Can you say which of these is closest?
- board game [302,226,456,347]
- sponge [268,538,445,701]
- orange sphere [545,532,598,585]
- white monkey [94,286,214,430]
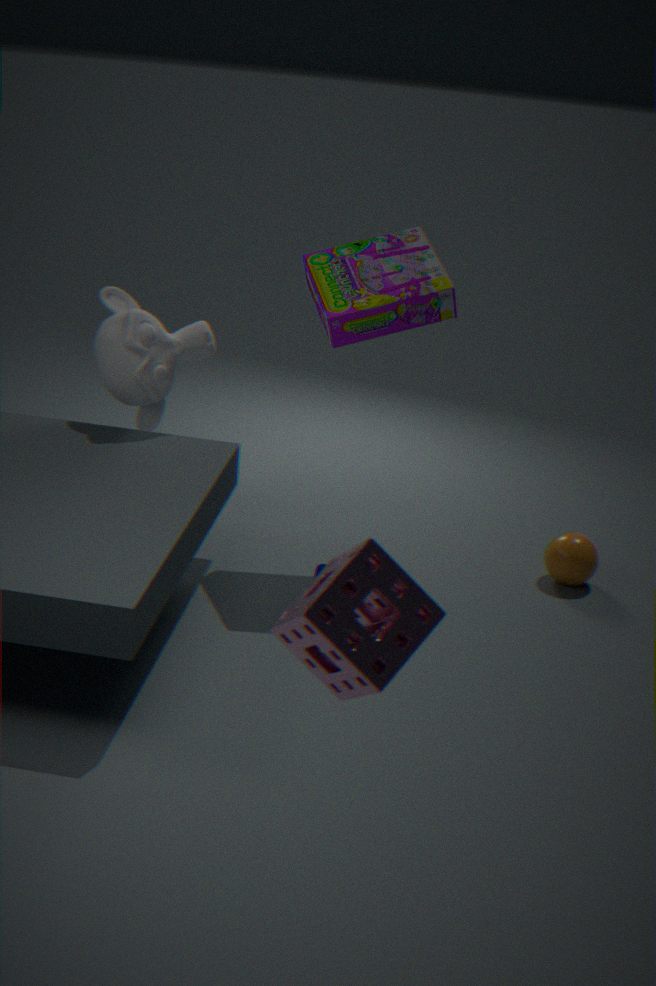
sponge [268,538,445,701]
